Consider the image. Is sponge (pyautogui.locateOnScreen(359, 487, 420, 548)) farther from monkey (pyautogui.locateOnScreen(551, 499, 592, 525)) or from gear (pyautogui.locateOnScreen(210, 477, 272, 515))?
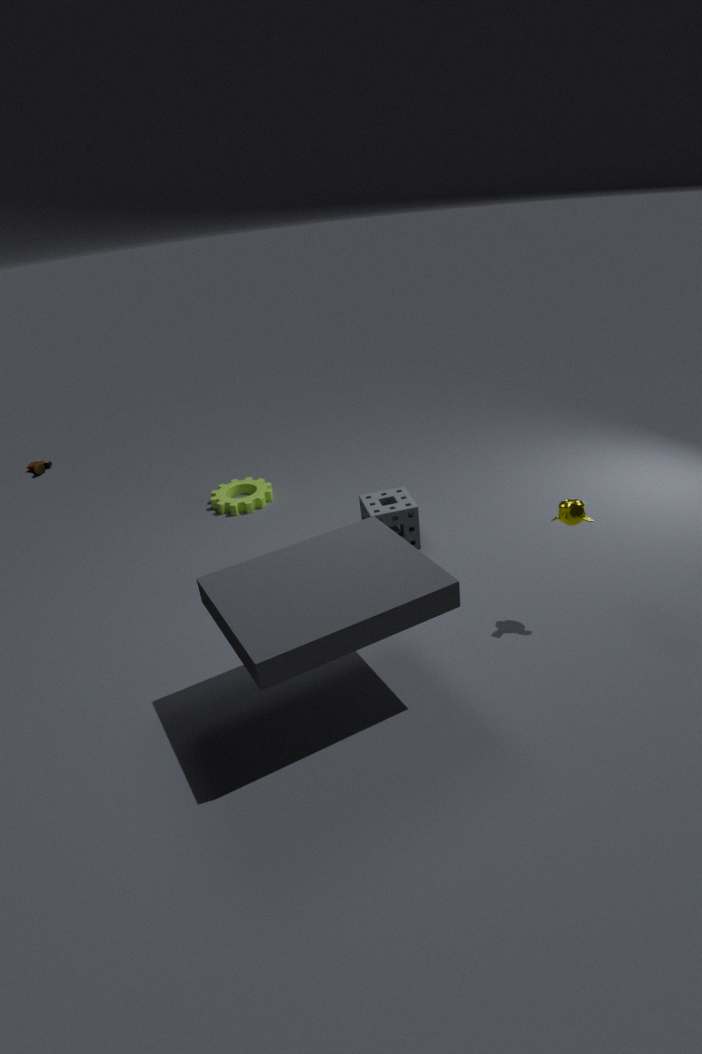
monkey (pyautogui.locateOnScreen(551, 499, 592, 525))
